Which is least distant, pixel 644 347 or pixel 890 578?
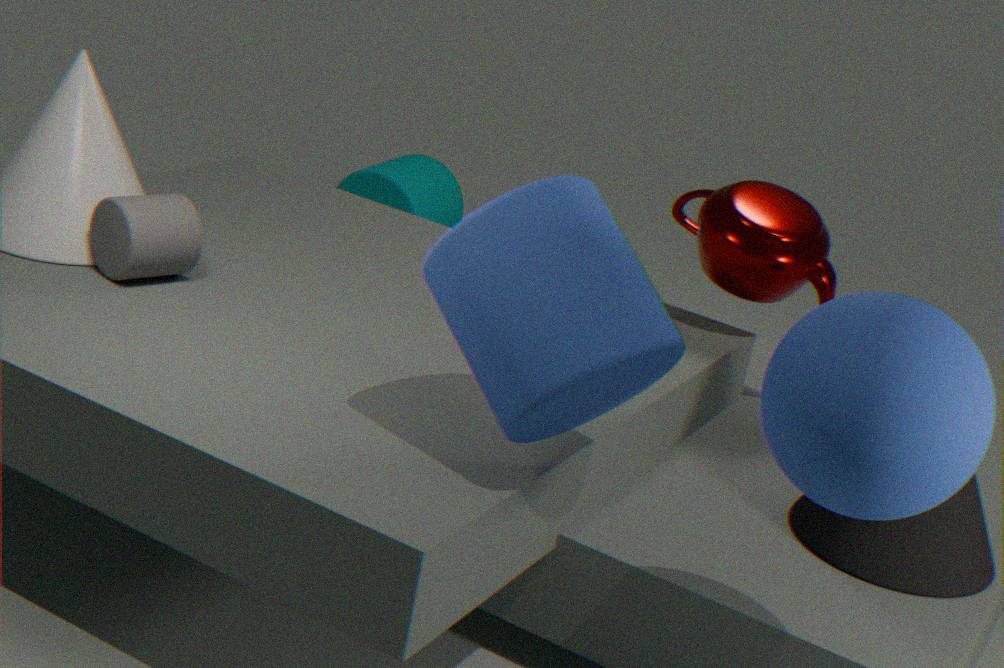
pixel 644 347
